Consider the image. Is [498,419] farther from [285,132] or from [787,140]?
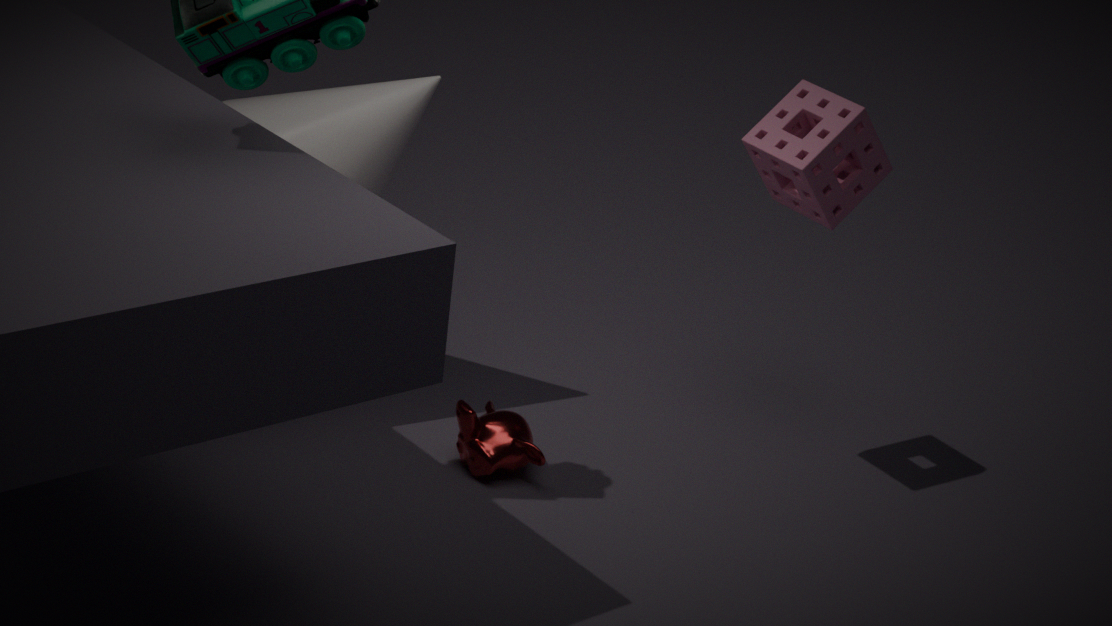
[787,140]
